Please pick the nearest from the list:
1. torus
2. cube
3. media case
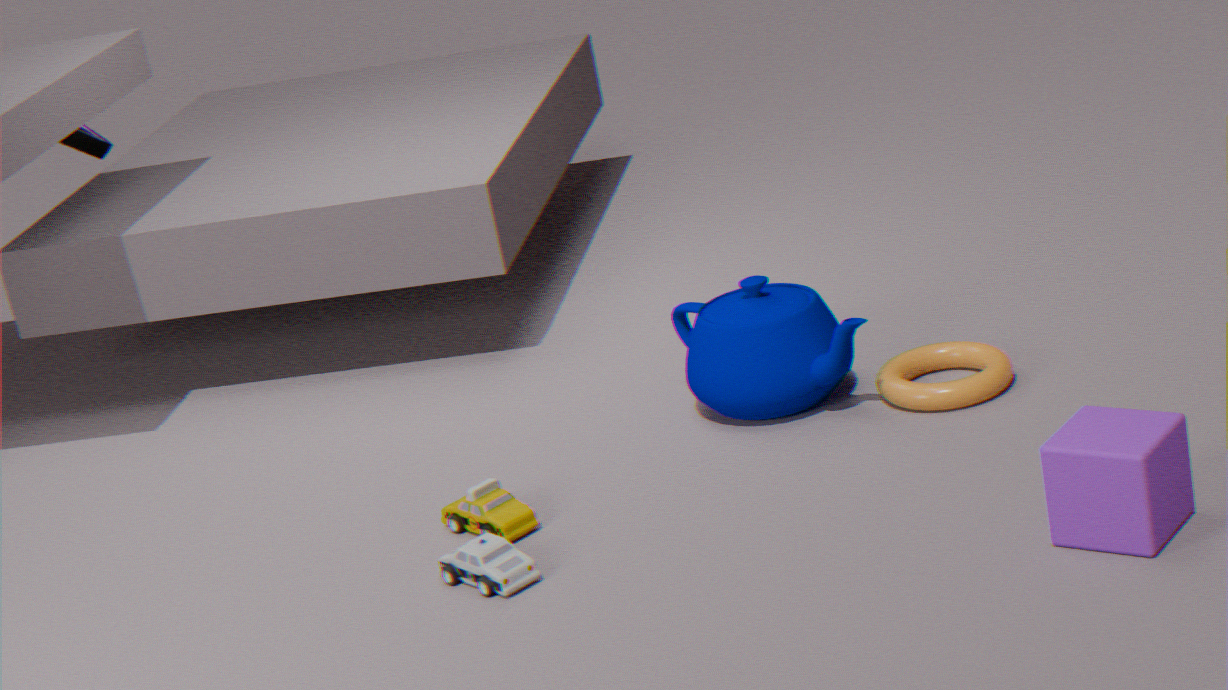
cube
